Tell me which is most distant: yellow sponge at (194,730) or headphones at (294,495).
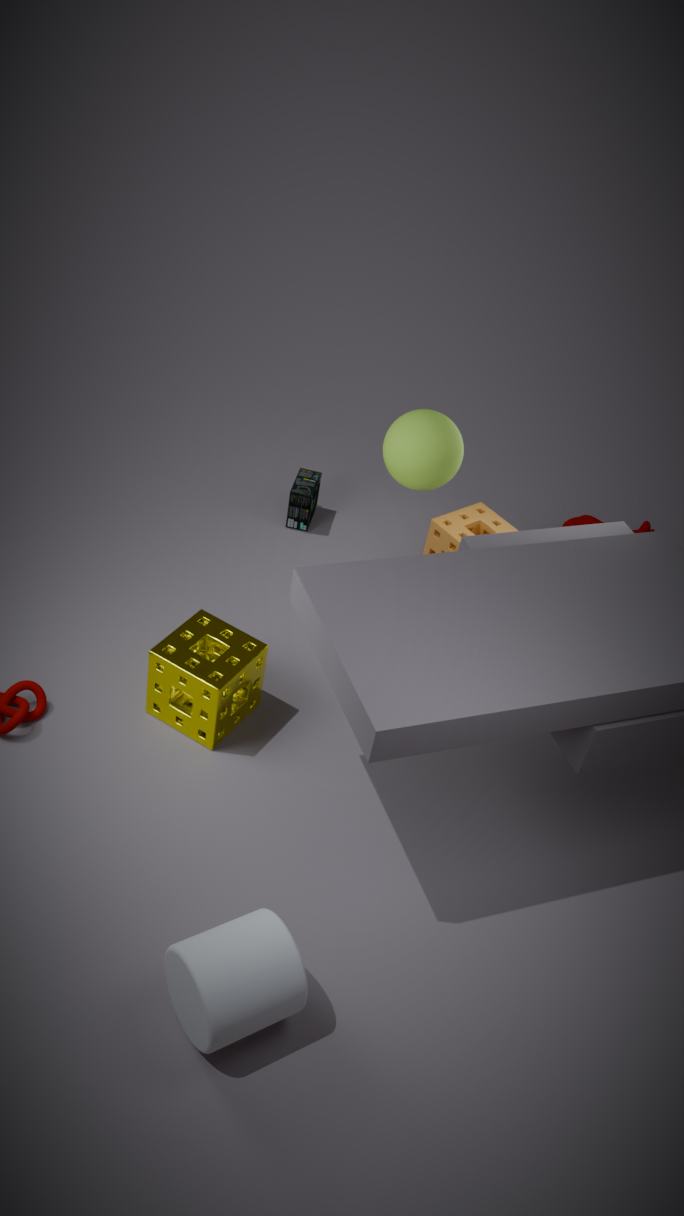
headphones at (294,495)
